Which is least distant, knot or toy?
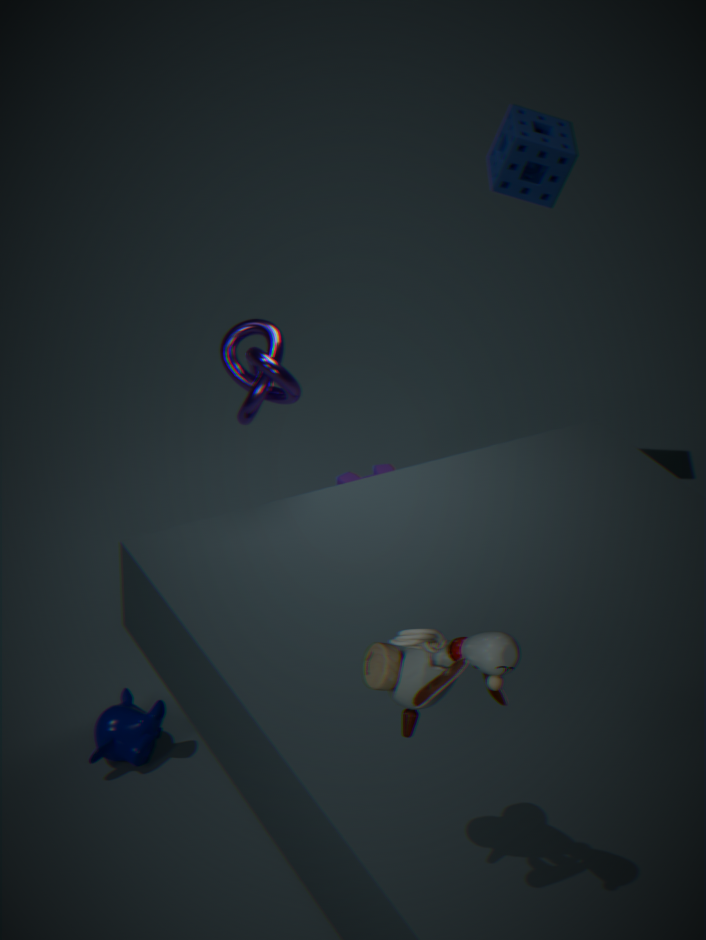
toy
